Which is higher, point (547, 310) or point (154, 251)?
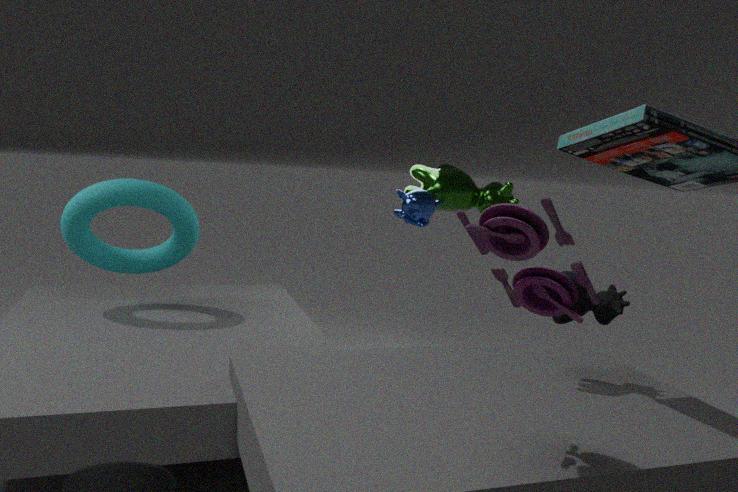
point (547, 310)
